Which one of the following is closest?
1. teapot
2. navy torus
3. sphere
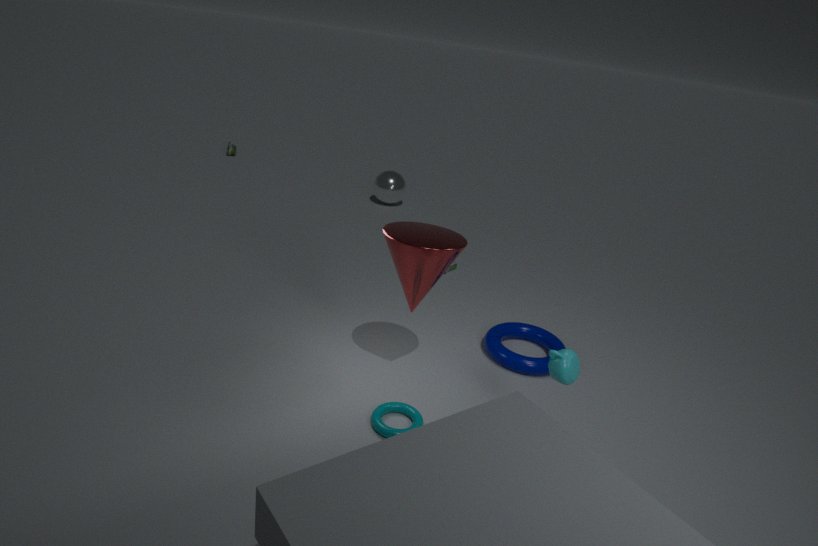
teapot
